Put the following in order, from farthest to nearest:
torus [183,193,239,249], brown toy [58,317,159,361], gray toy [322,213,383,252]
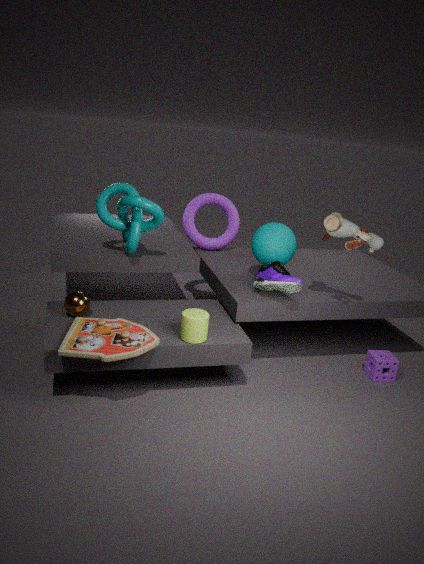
1. torus [183,193,239,249]
2. gray toy [322,213,383,252]
3. brown toy [58,317,159,361]
